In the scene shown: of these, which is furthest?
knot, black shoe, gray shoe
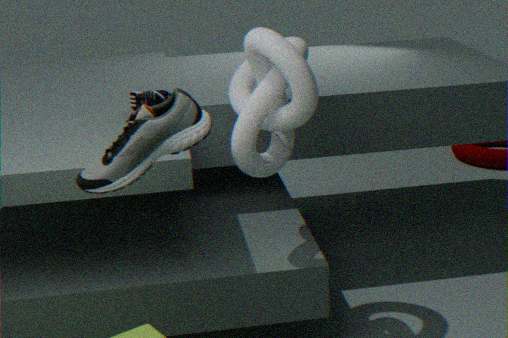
black shoe
